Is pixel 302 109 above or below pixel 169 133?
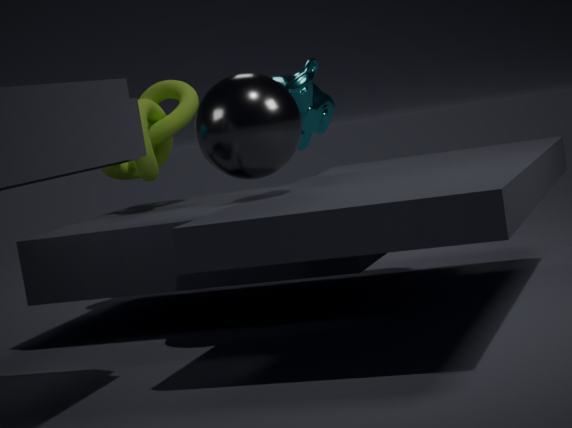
→ above
